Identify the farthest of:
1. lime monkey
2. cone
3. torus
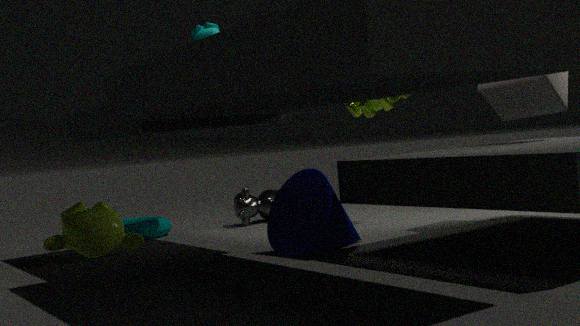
torus
